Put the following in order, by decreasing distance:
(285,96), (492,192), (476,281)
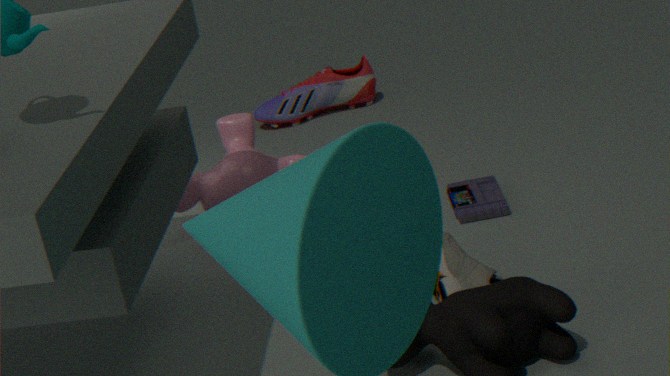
(285,96) < (492,192) < (476,281)
